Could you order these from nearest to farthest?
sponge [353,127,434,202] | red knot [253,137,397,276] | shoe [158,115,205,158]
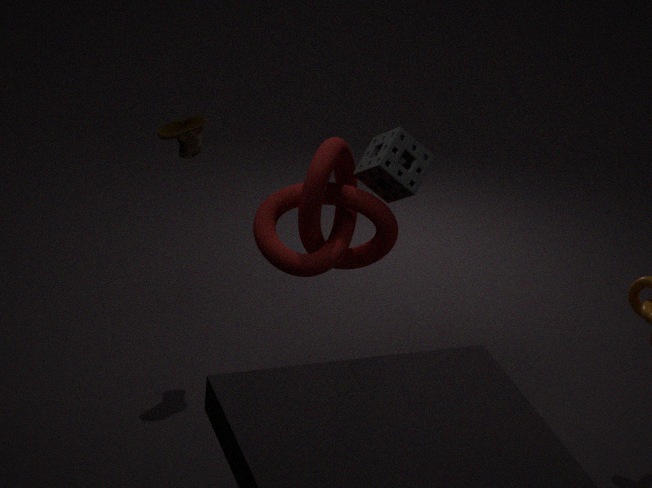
red knot [253,137,397,276]
sponge [353,127,434,202]
shoe [158,115,205,158]
